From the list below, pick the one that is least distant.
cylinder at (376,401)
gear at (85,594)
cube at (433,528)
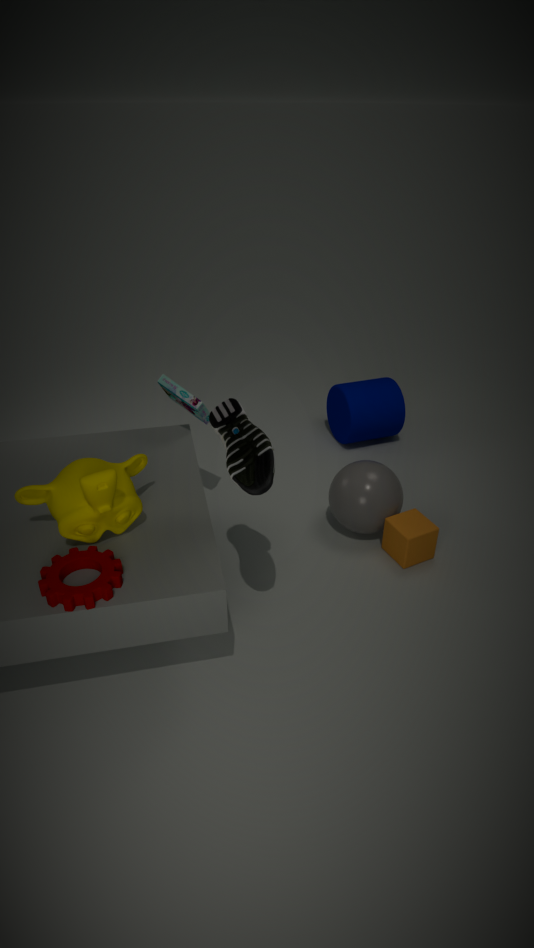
gear at (85,594)
